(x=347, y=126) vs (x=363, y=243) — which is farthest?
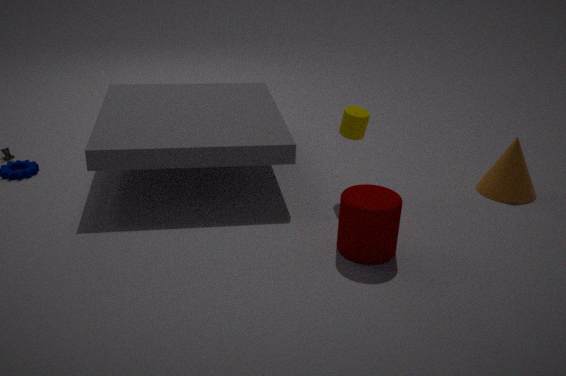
(x=347, y=126)
